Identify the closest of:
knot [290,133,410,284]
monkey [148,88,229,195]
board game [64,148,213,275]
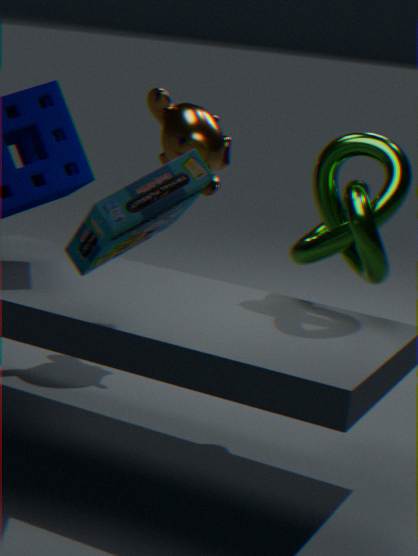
board game [64,148,213,275]
